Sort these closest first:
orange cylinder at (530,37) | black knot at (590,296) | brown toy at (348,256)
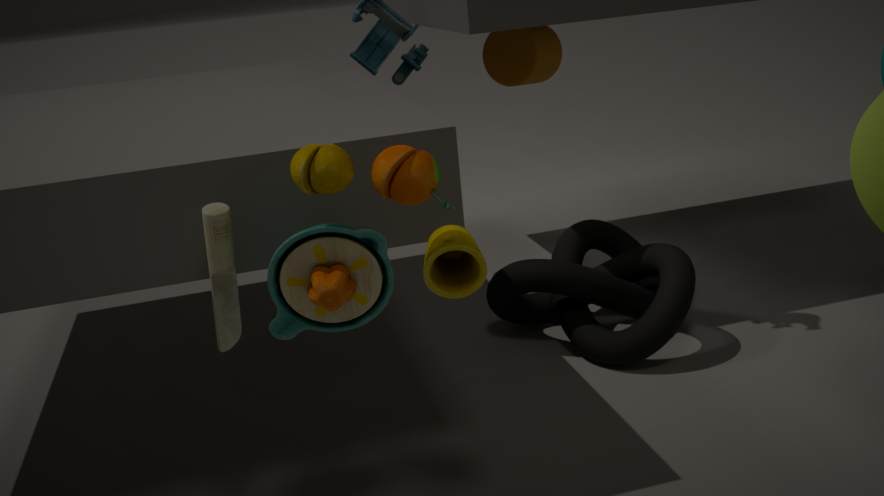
brown toy at (348,256), black knot at (590,296), orange cylinder at (530,37)
